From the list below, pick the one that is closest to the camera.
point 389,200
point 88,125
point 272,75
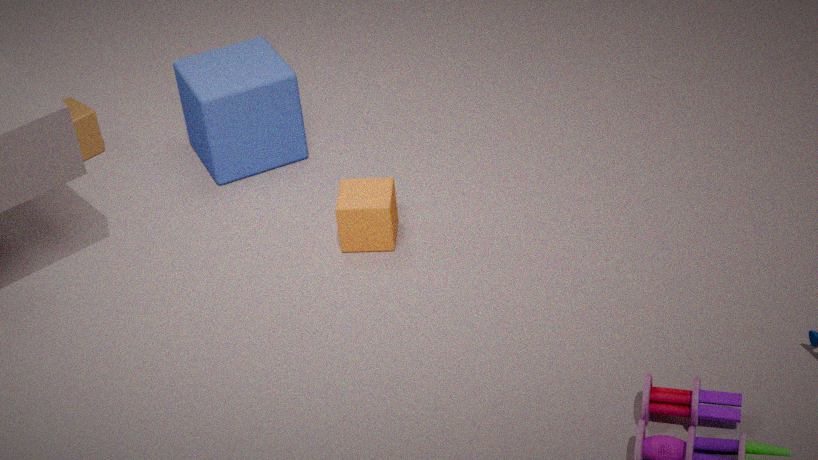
point 389,200
